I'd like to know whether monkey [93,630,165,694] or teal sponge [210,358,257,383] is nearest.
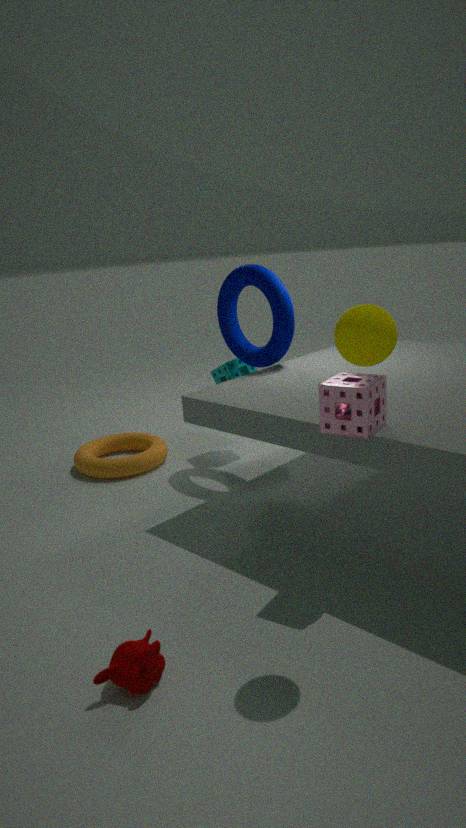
monkey [93,630,165,694]
